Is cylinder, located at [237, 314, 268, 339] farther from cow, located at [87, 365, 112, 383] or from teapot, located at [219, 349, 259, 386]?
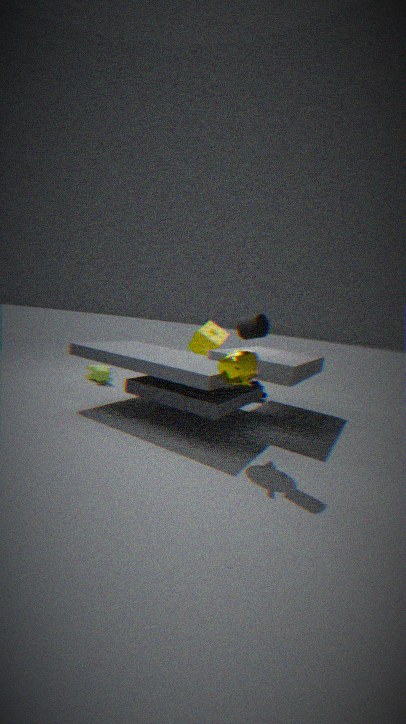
cow, located at [87, 365, 112, 383]
